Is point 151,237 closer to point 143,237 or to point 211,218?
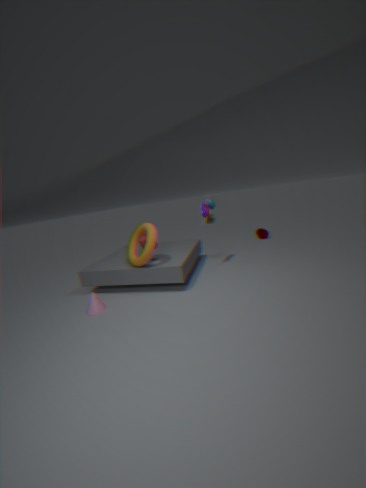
point 143,237
